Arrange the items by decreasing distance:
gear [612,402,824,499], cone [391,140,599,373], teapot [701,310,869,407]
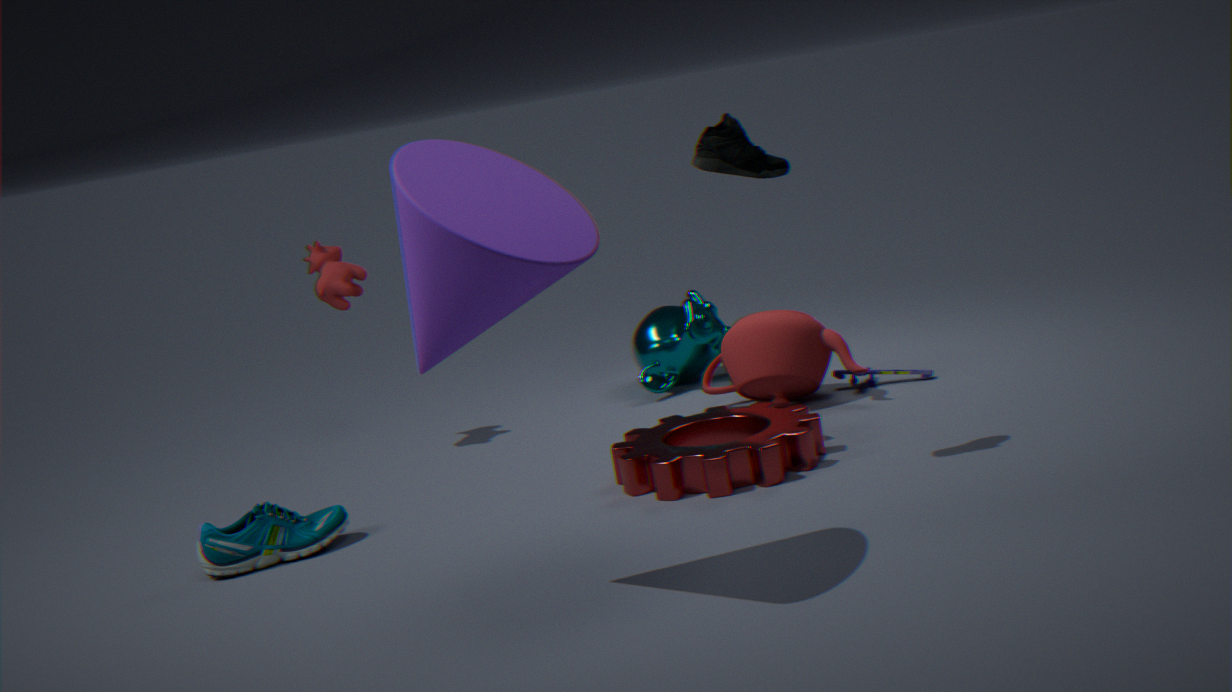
teapot [701,310,869,407] < gear [612,402,824,499] < cone [391,140,599,373]
